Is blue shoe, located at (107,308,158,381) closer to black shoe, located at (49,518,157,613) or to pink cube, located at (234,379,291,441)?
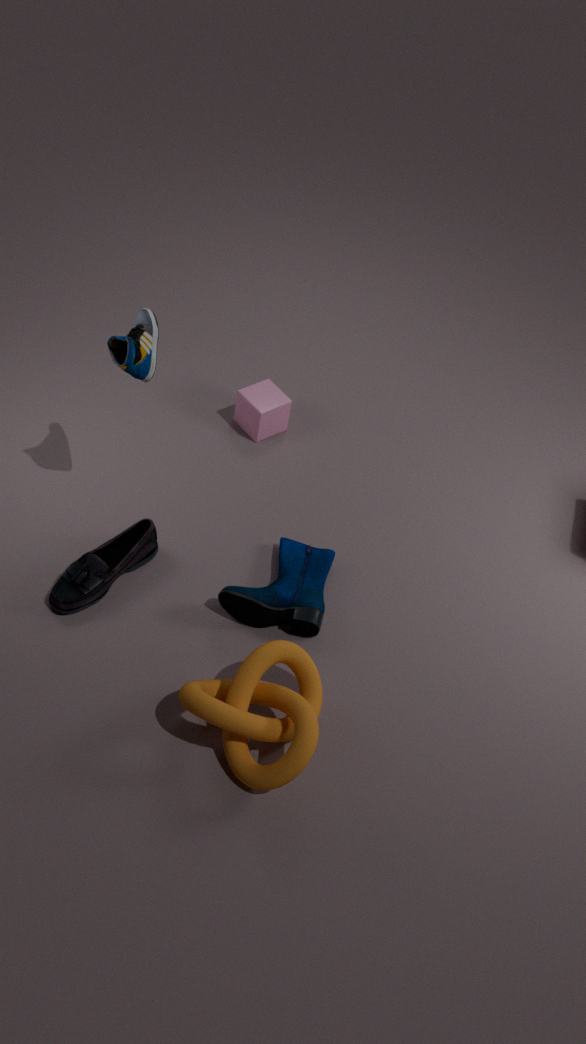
black shoe, located at (49,518,157,613)
